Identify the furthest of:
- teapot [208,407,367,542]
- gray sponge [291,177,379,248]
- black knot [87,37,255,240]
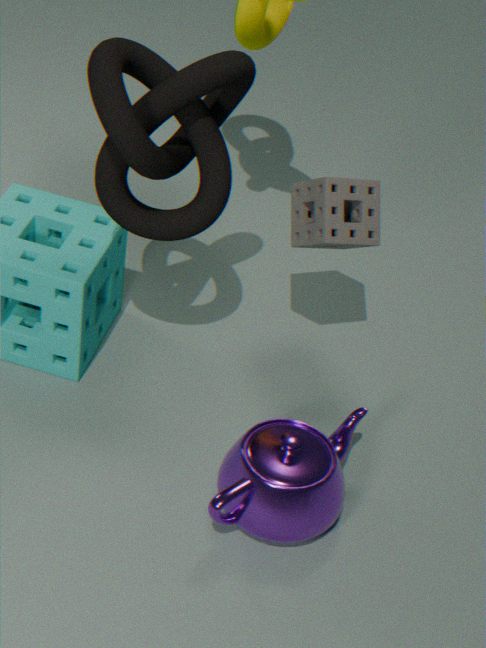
gray sponge [291,177,379,248]
